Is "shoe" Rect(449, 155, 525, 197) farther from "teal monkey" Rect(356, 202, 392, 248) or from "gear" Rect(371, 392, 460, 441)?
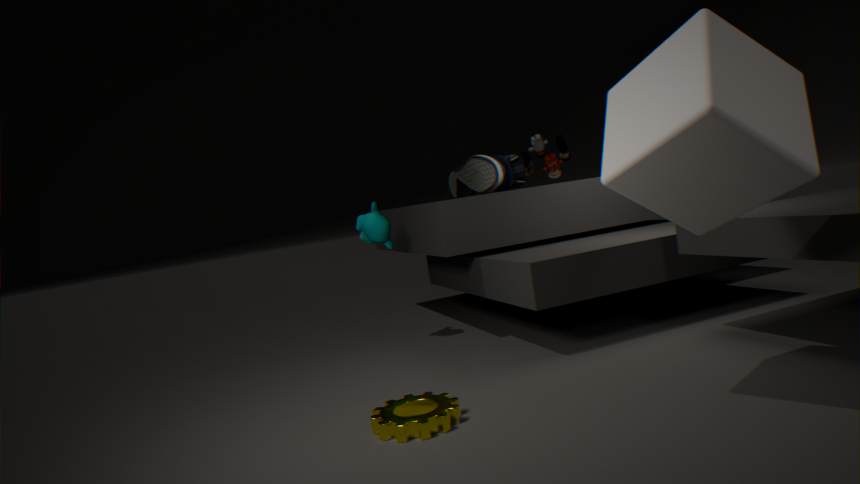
"gear" Rect(371, 392, 460, 441)
